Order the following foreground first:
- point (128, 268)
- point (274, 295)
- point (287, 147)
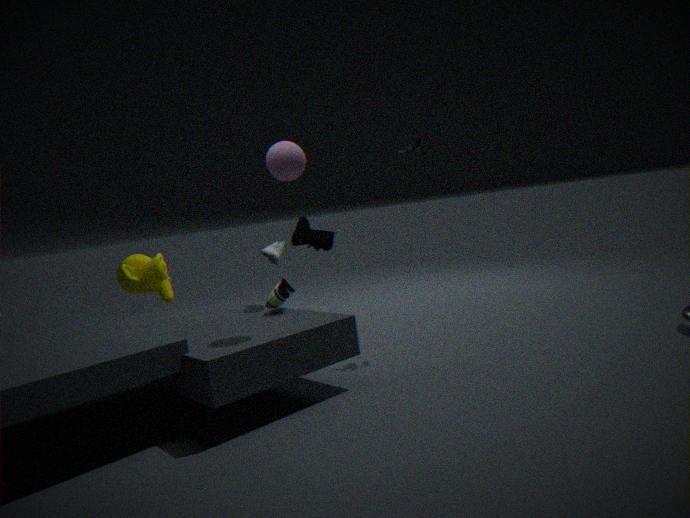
point (287, 147) → point (274, 295) → point (128, 268)
